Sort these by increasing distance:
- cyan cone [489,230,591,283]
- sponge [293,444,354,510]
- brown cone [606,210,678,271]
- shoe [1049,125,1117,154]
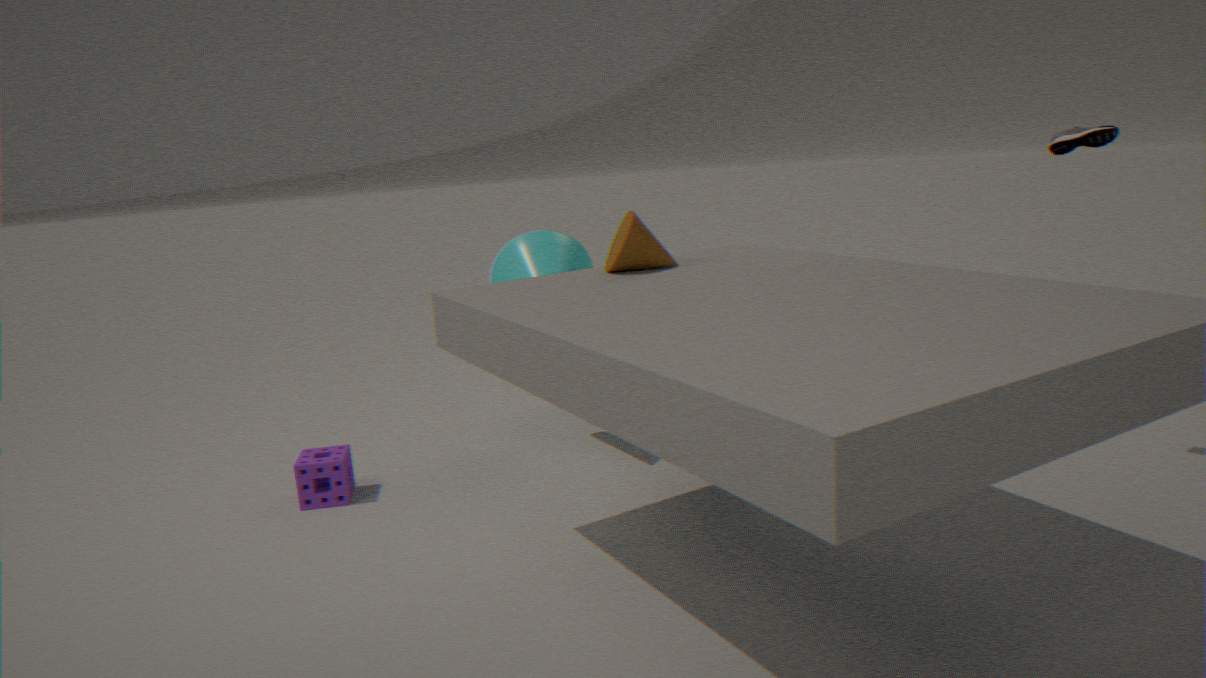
brown cone [606,210,678,271] → shoe [1049,125,1117,154] → sponge [293,444,354,510] → cyan cone [489,230,591,283]
